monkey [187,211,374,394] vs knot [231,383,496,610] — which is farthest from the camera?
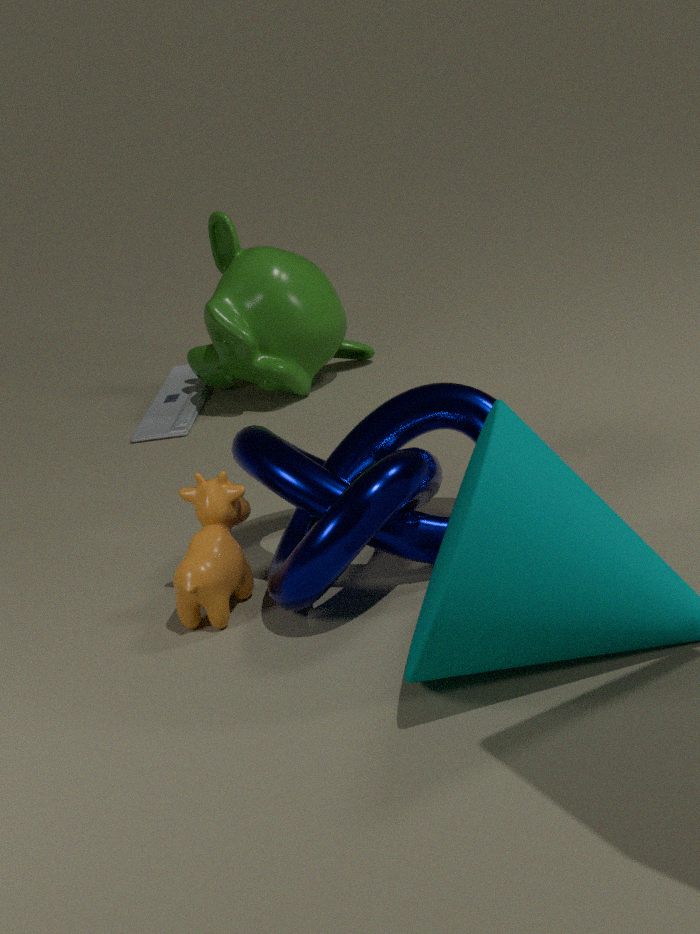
monkey [187,211,374,394]
